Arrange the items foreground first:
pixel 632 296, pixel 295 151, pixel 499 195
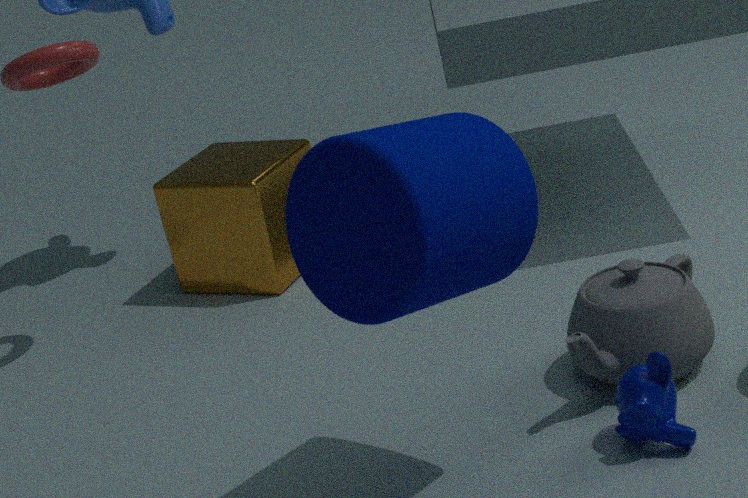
pixel 499 195 < pixel 632 296 < pixel 295 151
